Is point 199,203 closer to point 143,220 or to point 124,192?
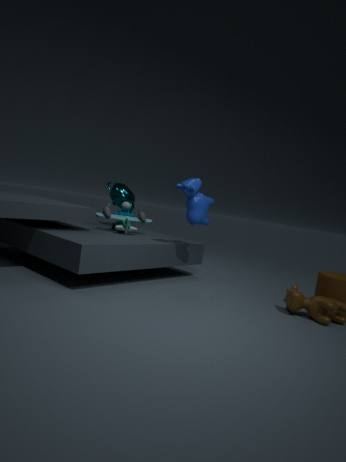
point 143,220
